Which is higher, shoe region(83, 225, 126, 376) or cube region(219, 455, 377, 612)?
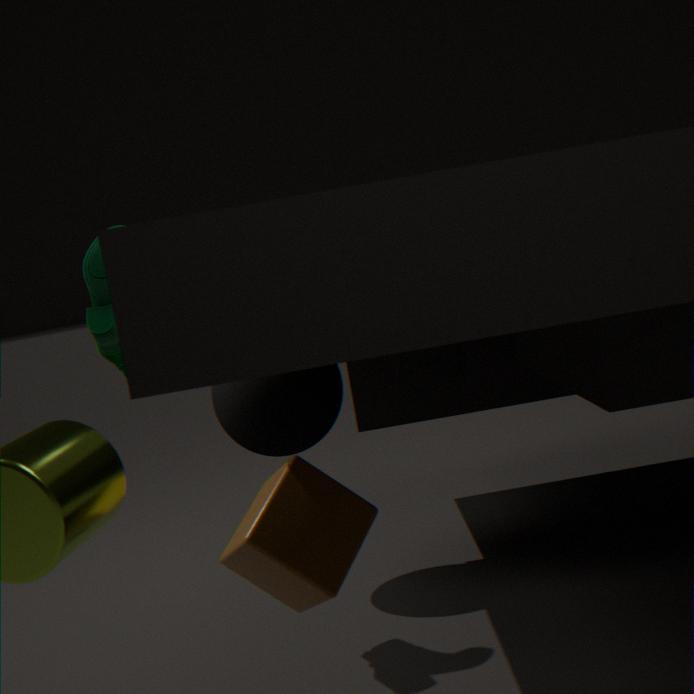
shoe region(83, 225, 126, 376)
